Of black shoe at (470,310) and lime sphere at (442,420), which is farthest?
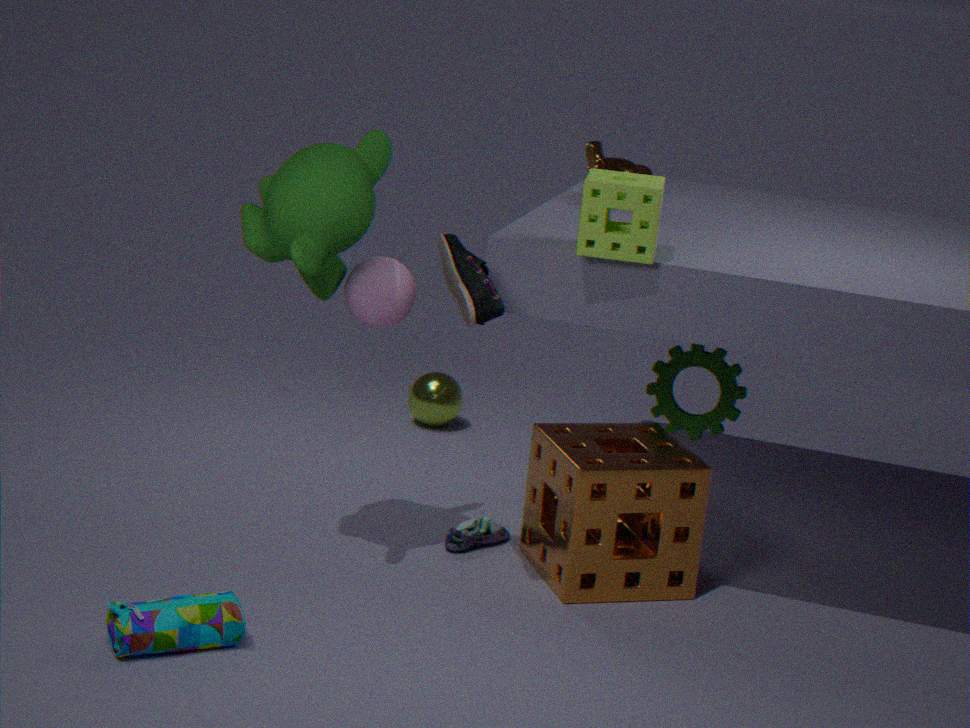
lime sphere at (442,420)
